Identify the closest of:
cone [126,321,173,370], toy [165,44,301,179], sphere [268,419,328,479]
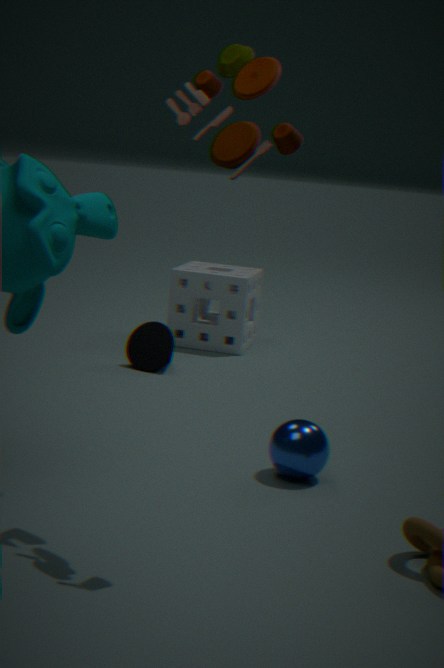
toy [165,44,301,179]
